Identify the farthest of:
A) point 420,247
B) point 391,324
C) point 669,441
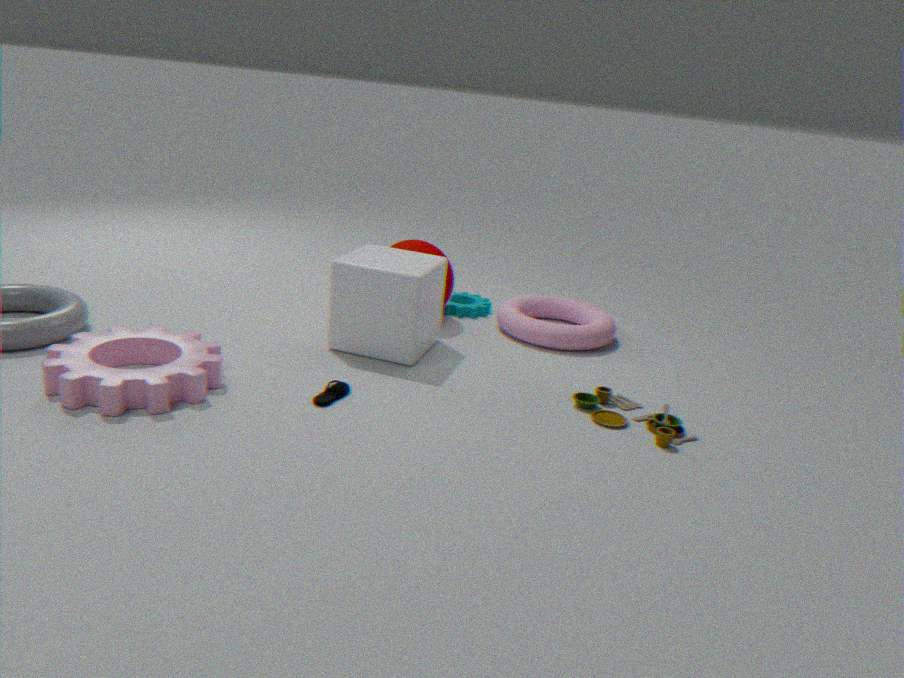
point 420,247
